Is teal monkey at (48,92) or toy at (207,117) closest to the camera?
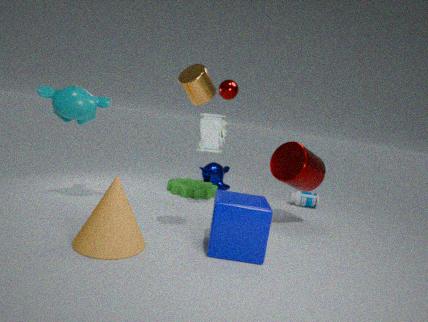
teal monkey at (48,92)
